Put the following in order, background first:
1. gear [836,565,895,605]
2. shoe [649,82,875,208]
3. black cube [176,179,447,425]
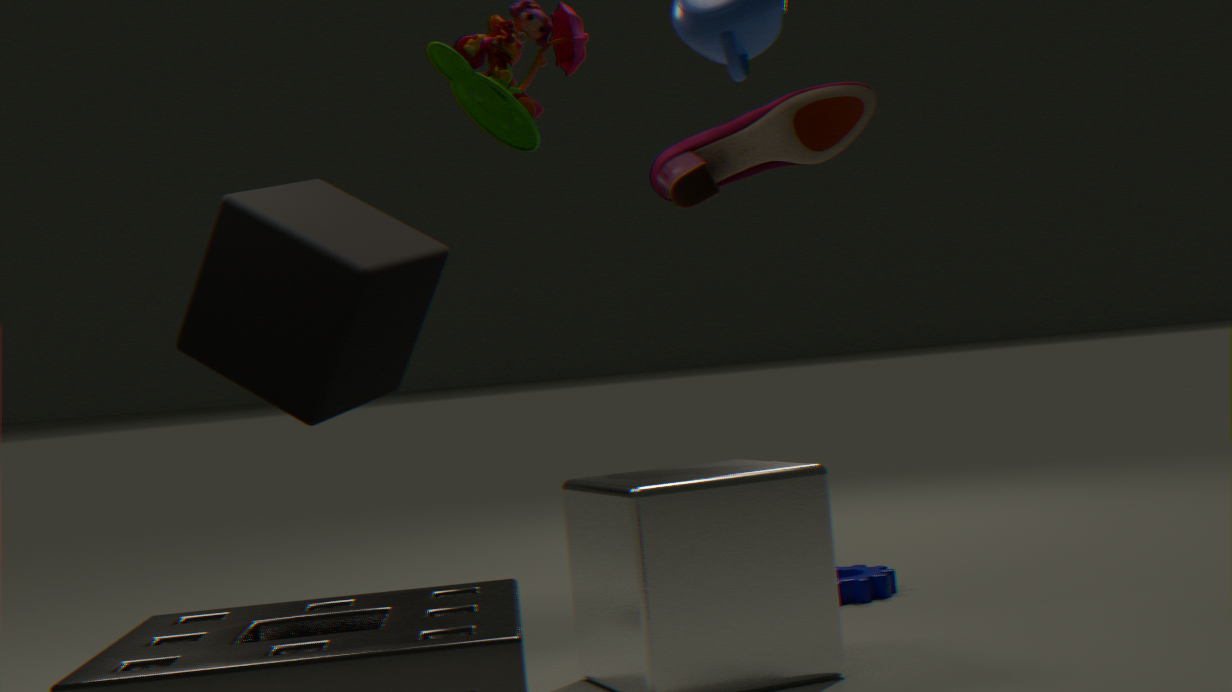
1. gear [836,565,895,605]
2. black cube [176,179,447,425]
3. shoe [649,82,875,208]
